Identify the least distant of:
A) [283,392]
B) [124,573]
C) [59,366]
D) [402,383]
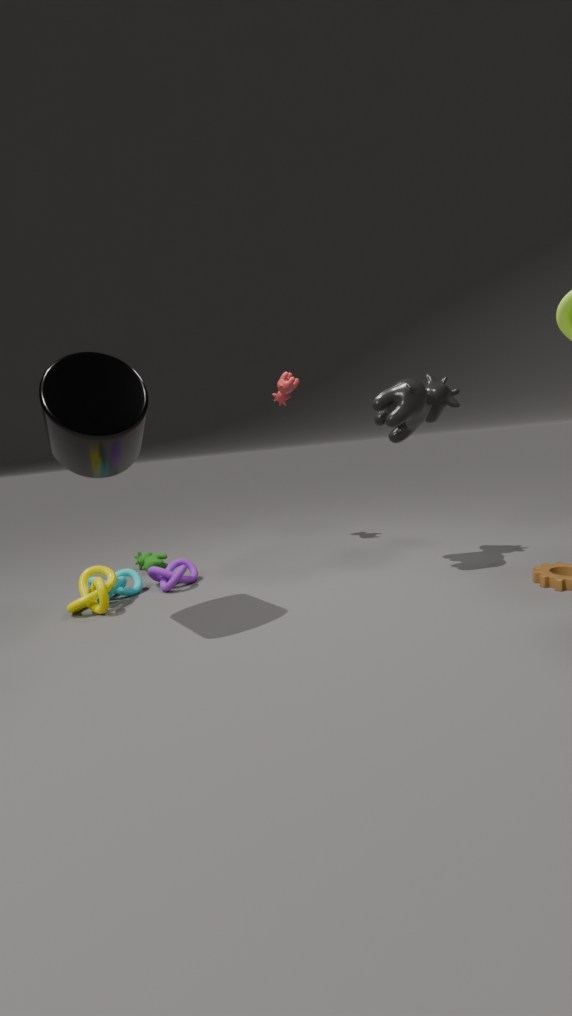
[59,366]
